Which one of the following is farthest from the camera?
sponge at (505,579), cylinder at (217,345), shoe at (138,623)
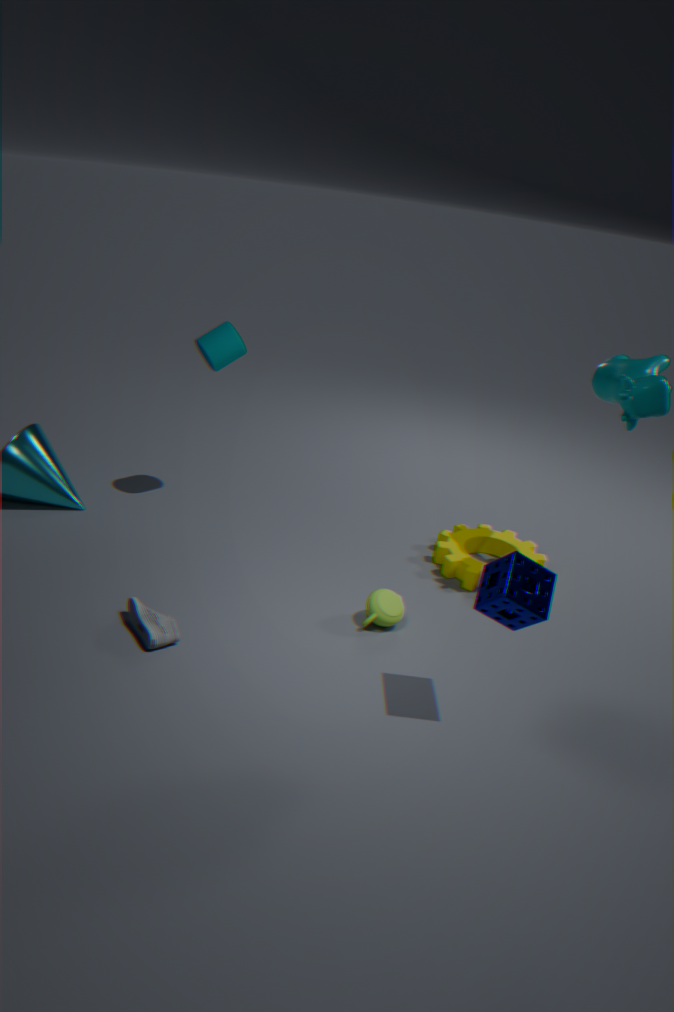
cylinder at (217,345)
